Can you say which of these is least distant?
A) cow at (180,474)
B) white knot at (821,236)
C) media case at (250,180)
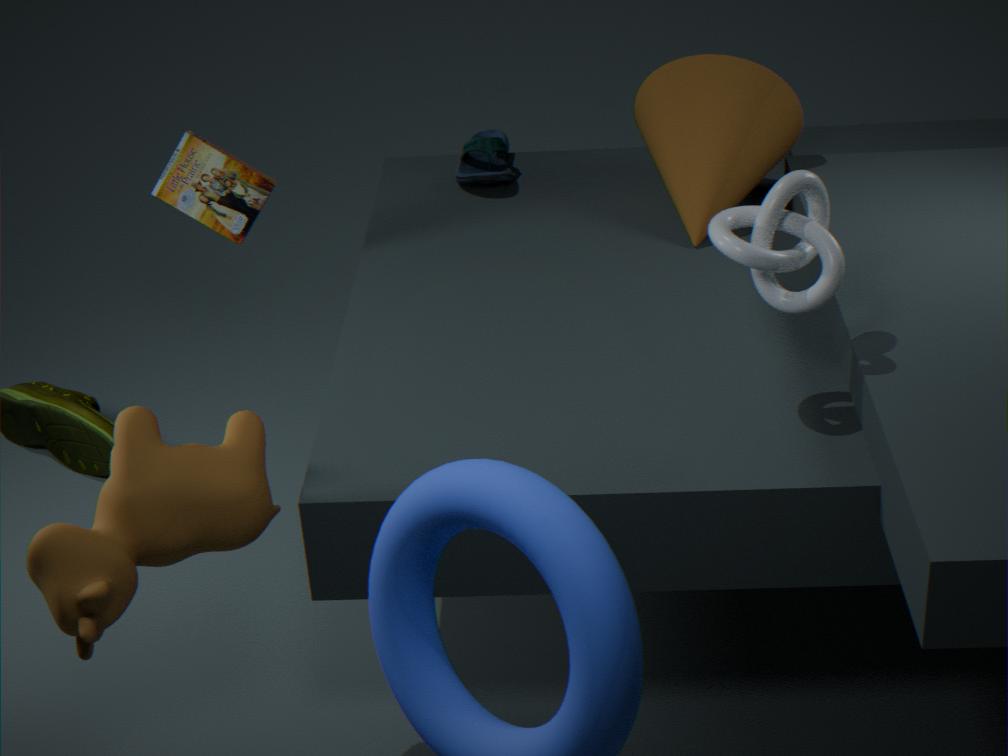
cow at (180,474)
